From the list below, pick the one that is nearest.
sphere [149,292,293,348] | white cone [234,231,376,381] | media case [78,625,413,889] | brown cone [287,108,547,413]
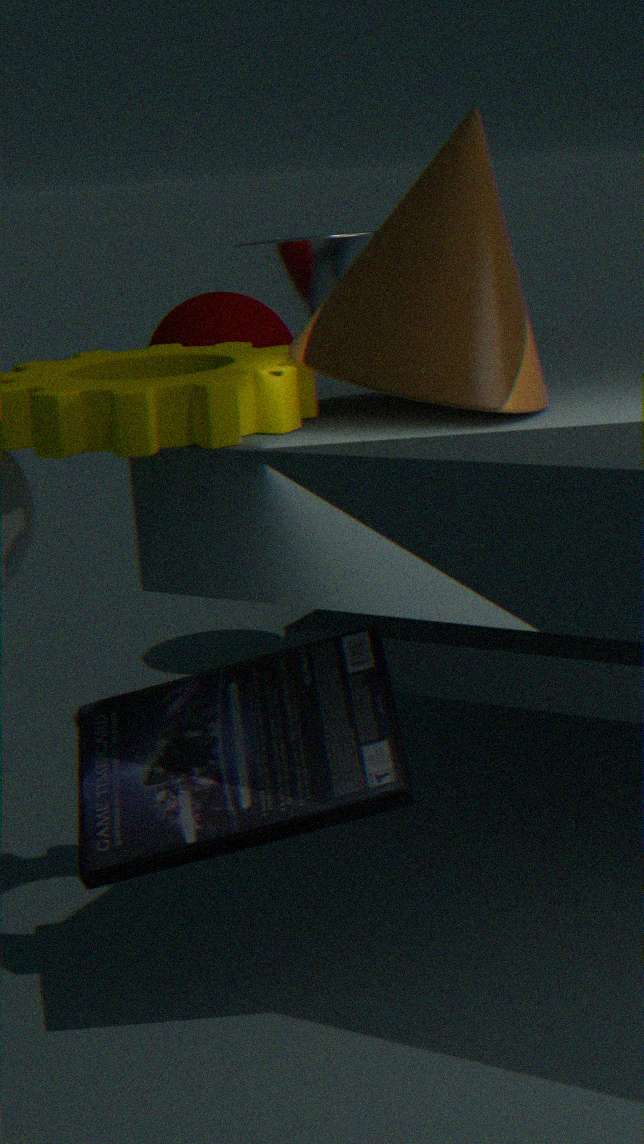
brown cone [287,108,547,413]
